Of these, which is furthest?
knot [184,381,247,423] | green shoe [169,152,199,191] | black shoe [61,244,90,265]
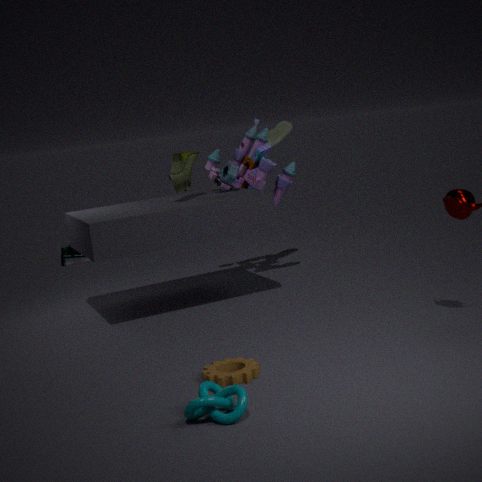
black shoe [61,244,90,265]
